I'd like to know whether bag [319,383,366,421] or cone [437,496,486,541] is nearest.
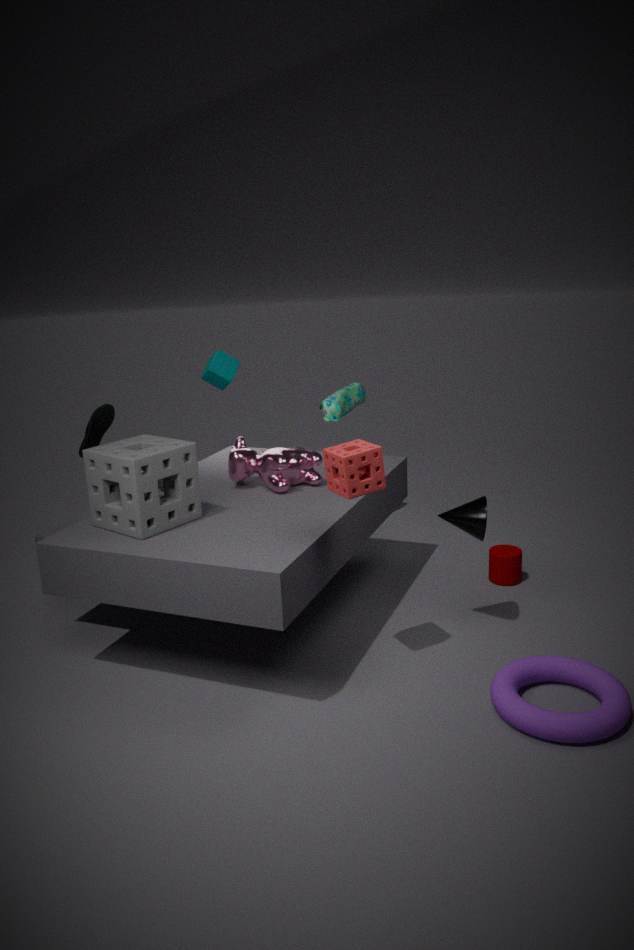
cone [437,496,486,541]
